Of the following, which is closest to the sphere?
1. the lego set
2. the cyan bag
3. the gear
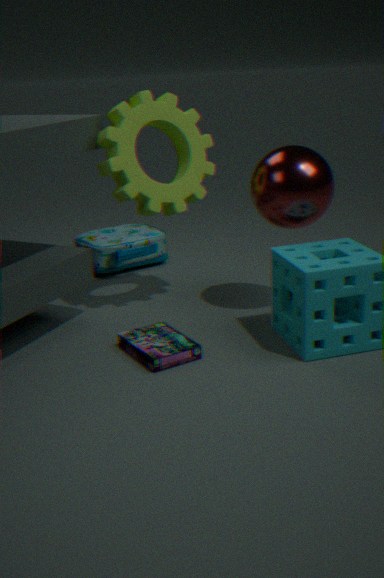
the gear
